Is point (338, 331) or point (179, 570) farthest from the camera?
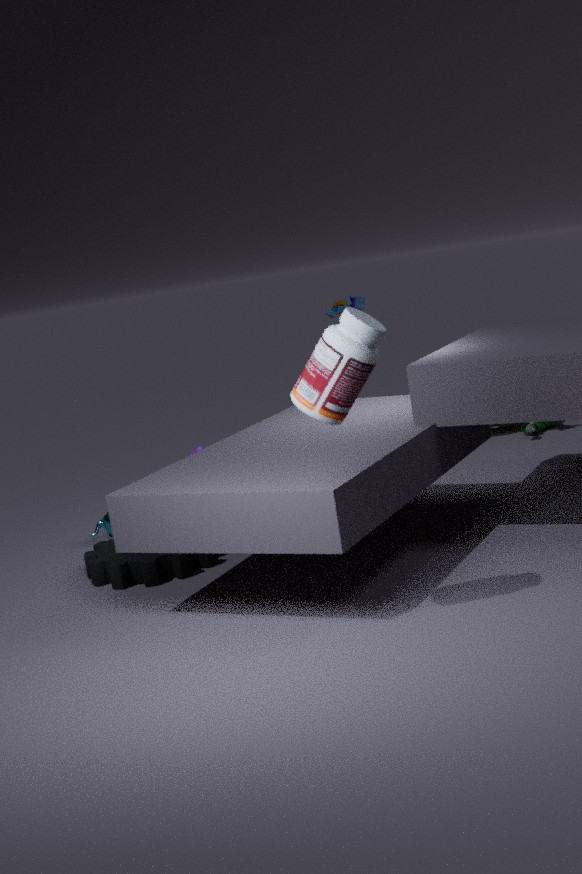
point (179, 570)
